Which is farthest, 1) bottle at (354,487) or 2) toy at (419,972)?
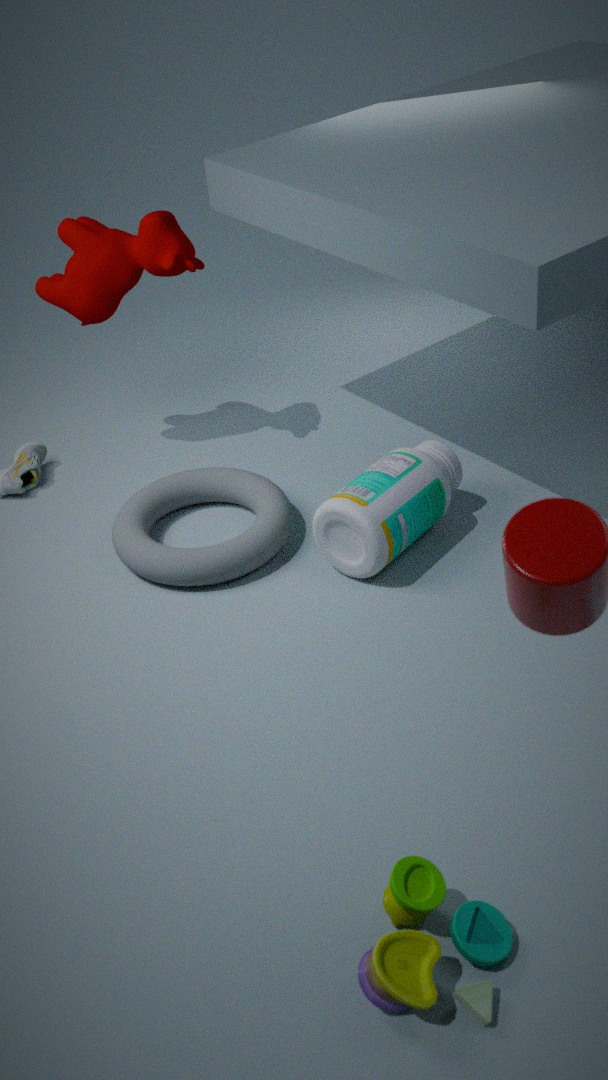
1. bottle at (354,487)
